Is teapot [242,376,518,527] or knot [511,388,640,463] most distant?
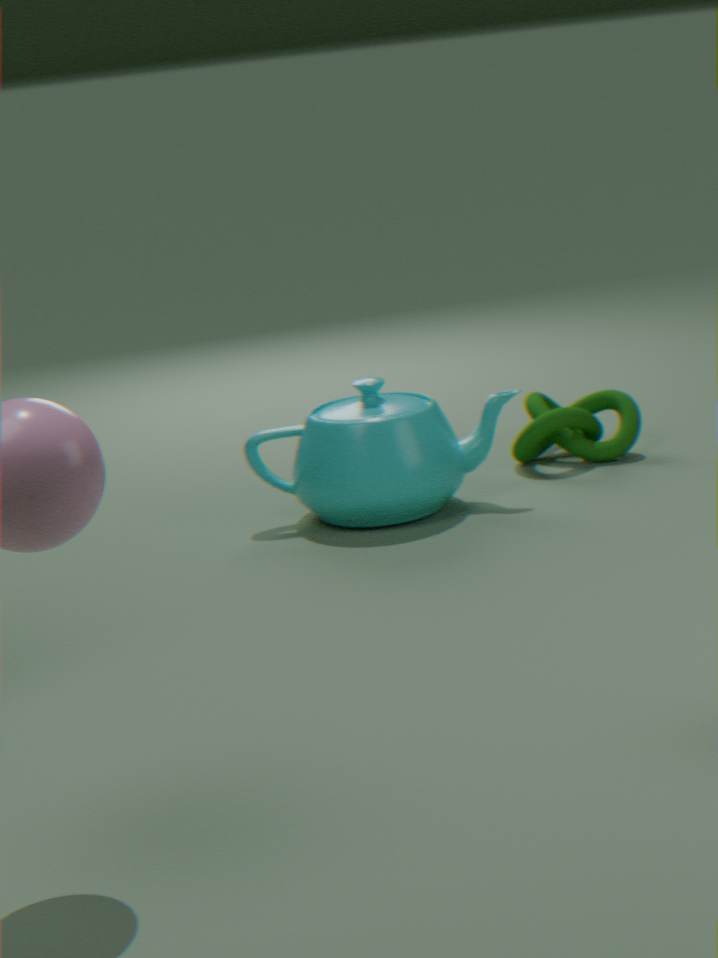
knot [511,388,640,463]
